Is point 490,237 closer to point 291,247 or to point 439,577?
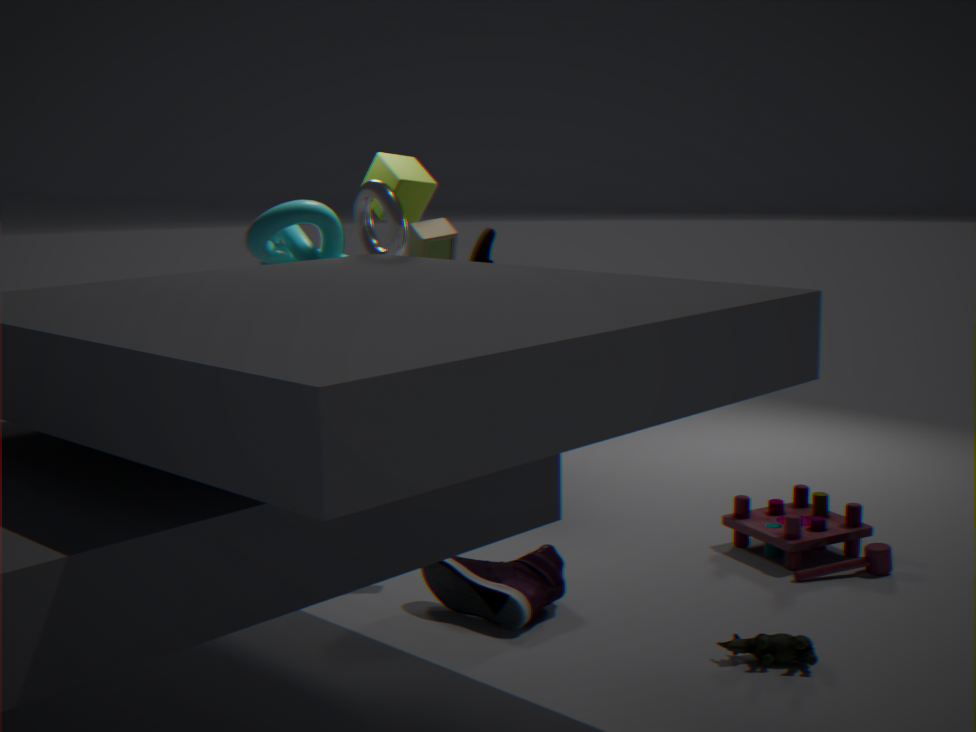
point 439,577
